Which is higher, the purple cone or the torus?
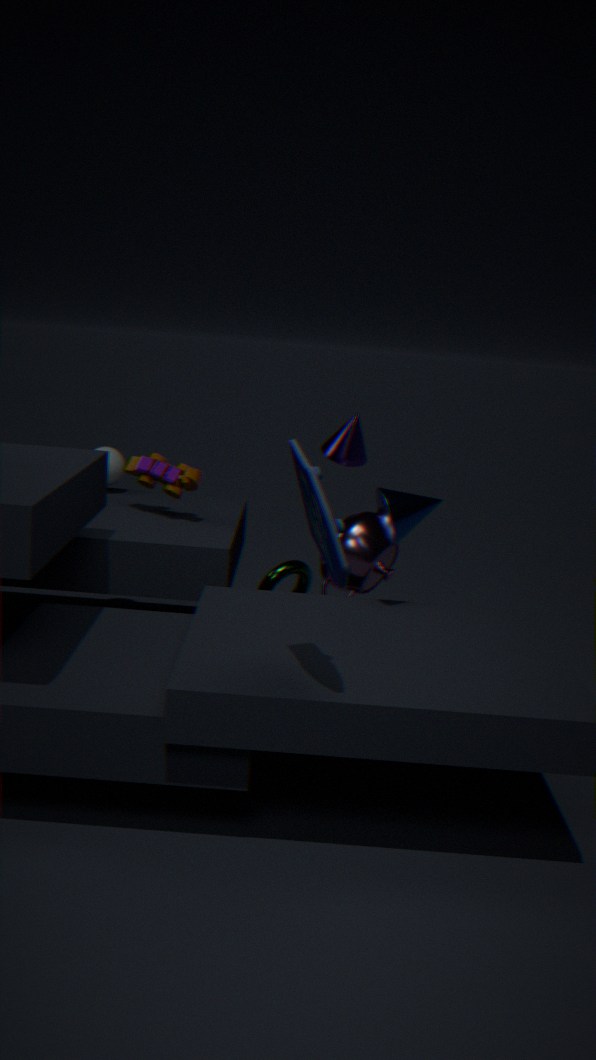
the purple cone
